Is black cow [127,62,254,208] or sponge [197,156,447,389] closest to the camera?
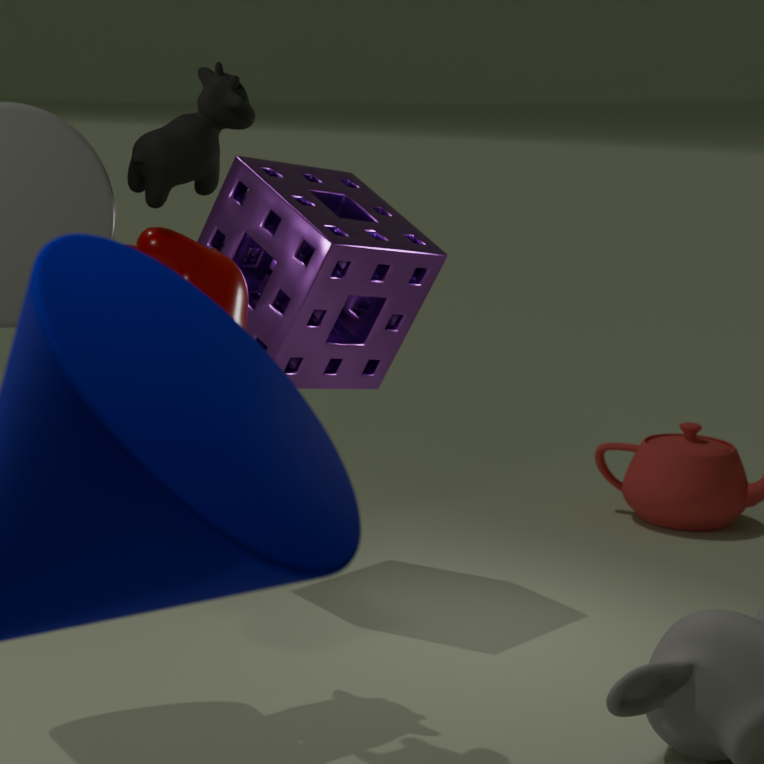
black cow [127,62,254,208]
